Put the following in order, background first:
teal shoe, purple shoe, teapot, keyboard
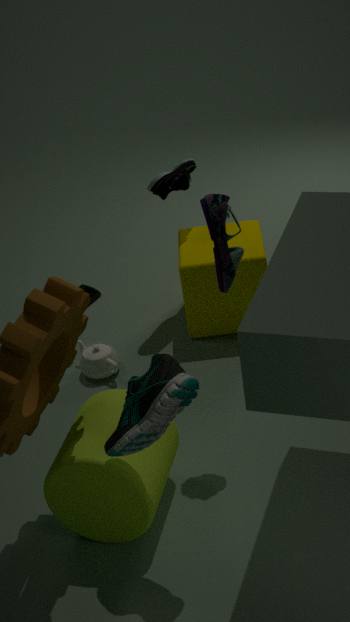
keyboard < teapot < purple shoe < teal shoe
